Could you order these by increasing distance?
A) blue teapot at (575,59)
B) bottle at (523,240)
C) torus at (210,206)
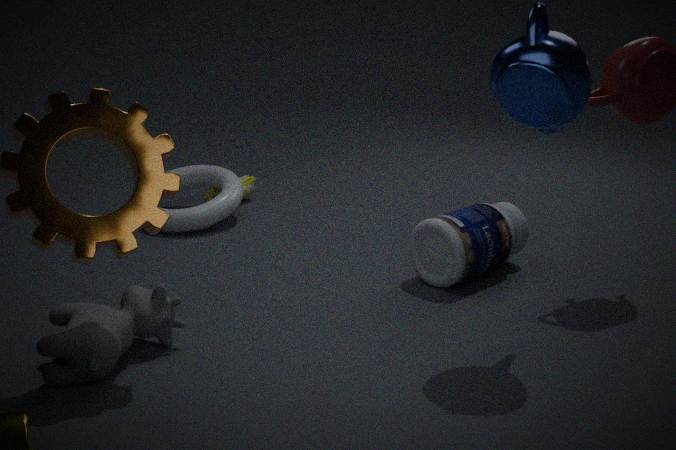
1. blue teapot at (575,59)
2. bottle at (523,240)
3. torus at (210,206)
